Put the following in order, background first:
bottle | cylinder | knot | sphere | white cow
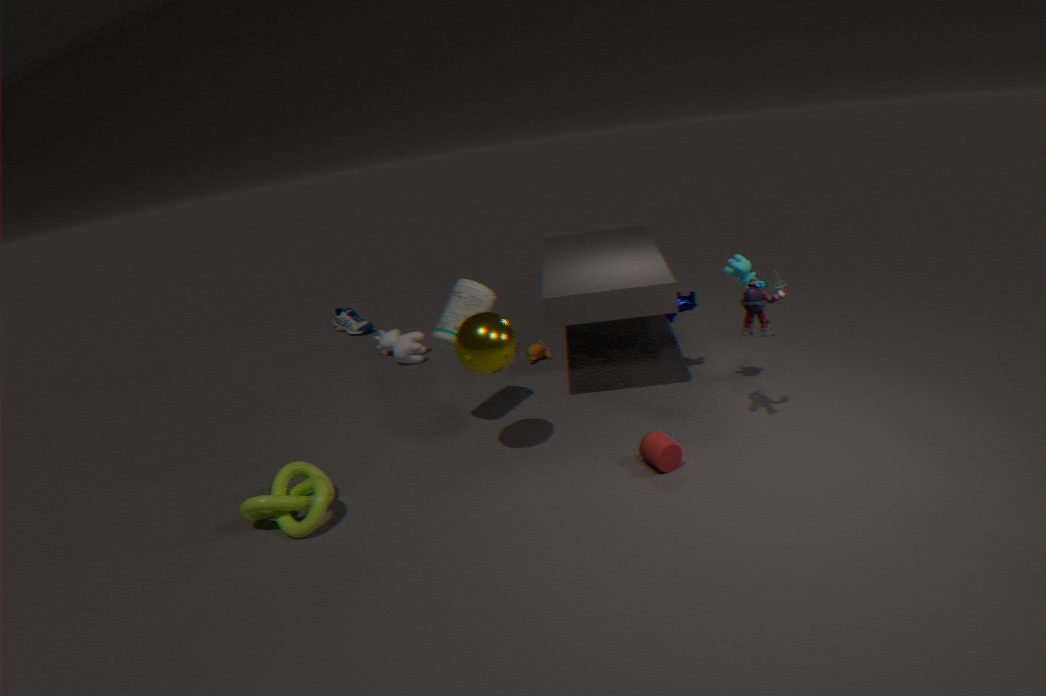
1. white cow
2. bottle
3. cylinder
4. sphere
5. knot
